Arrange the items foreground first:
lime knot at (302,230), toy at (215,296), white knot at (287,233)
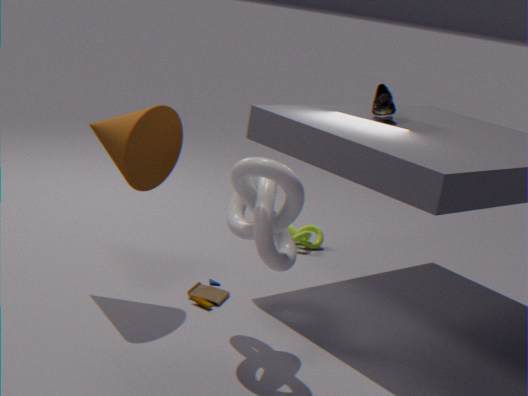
white knot at (287,233) < toy at (215,296) < lime knot at (302,230)
